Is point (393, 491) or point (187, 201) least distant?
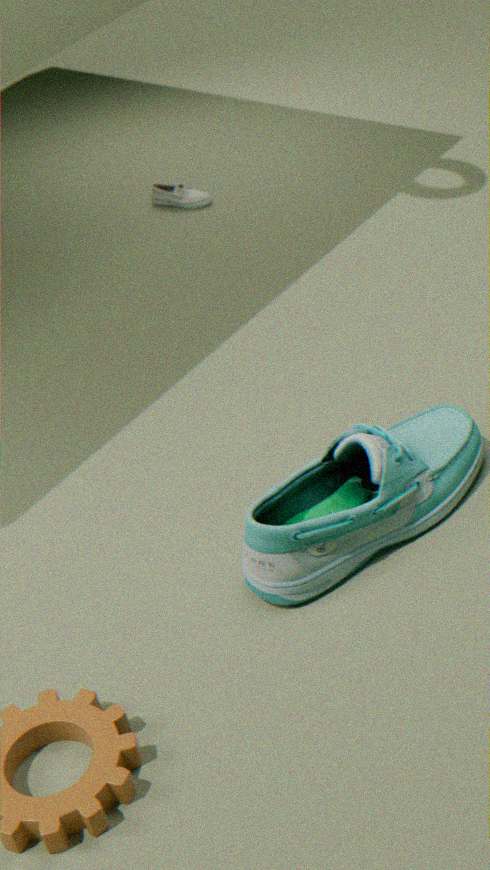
point (393, 491)
